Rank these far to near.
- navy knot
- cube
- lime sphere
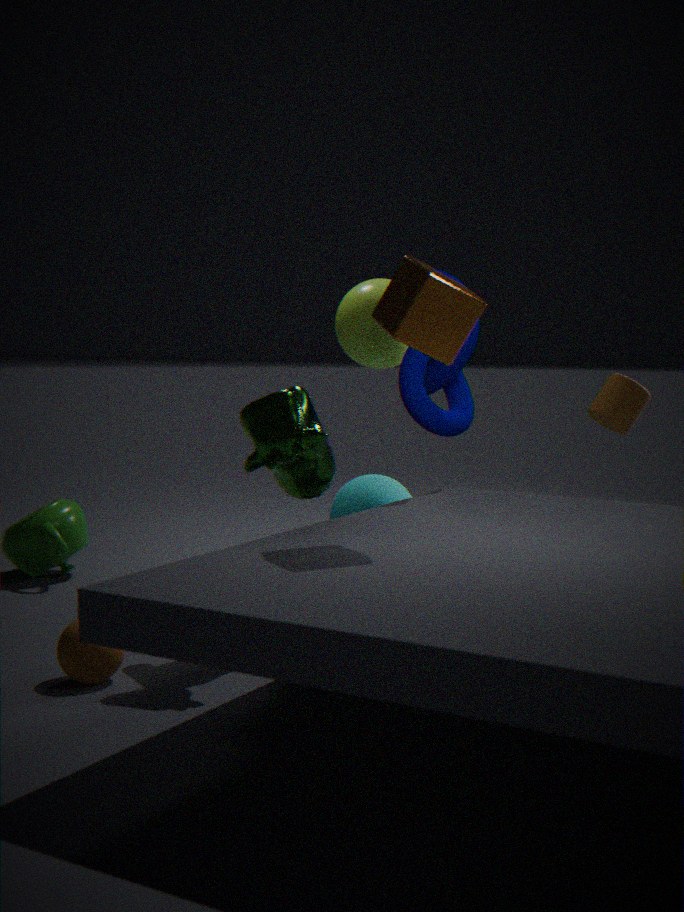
lime sphere < navy knot < cube
